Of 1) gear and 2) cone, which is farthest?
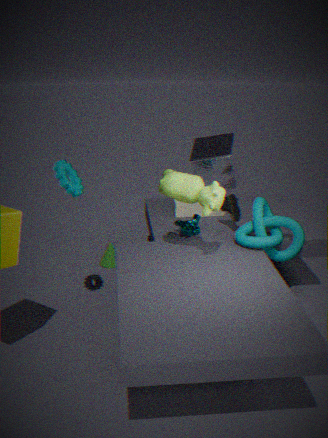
2. cone
